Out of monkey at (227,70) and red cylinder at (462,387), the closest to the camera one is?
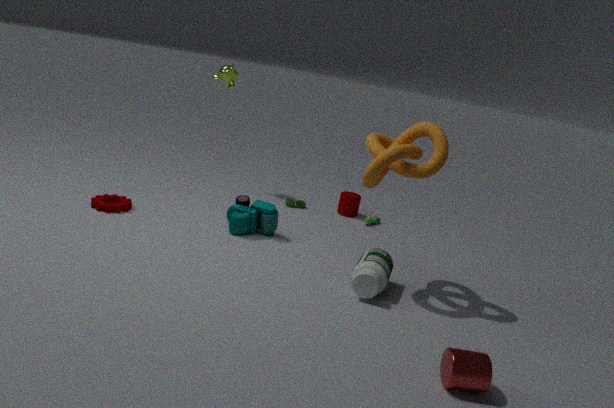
red cylinder at (462,387)
